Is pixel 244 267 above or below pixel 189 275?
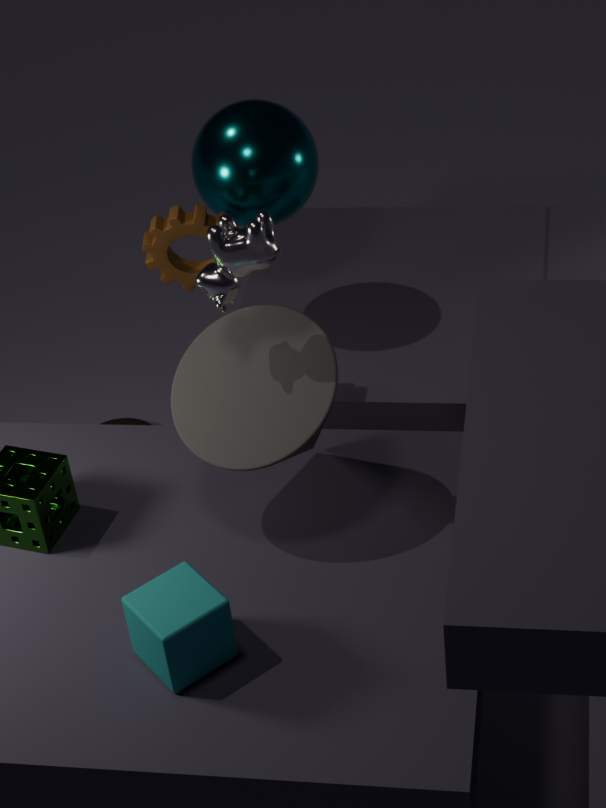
above
